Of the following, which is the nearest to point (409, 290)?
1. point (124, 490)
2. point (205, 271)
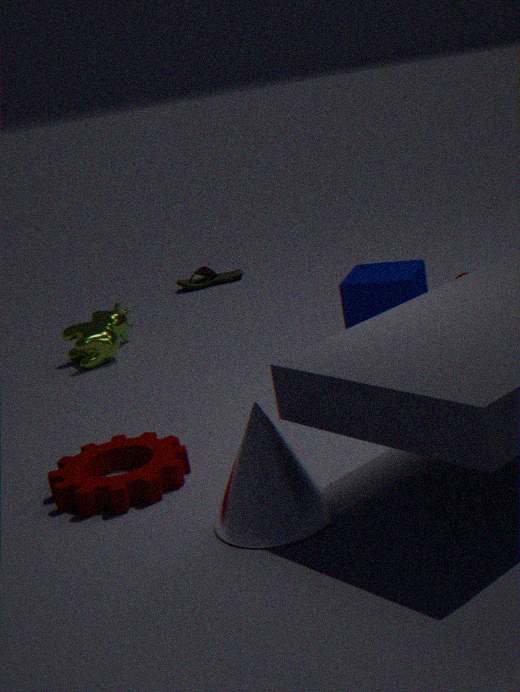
point (124, 490)
